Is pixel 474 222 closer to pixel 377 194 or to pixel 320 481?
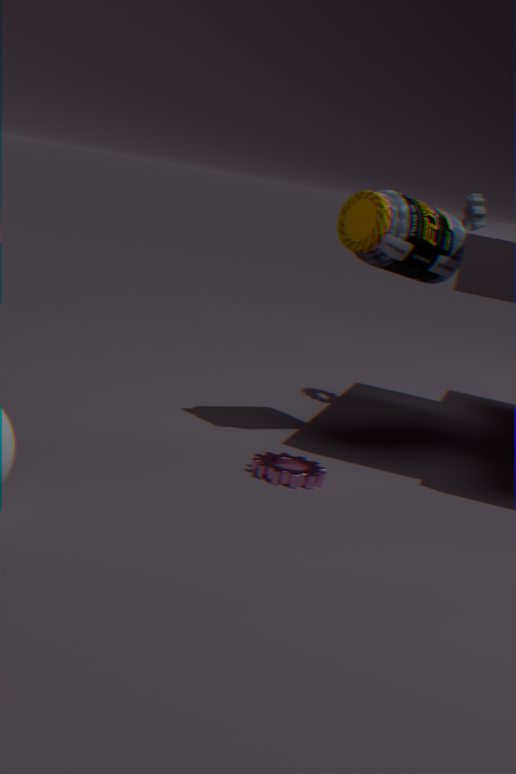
pixel 377 194
